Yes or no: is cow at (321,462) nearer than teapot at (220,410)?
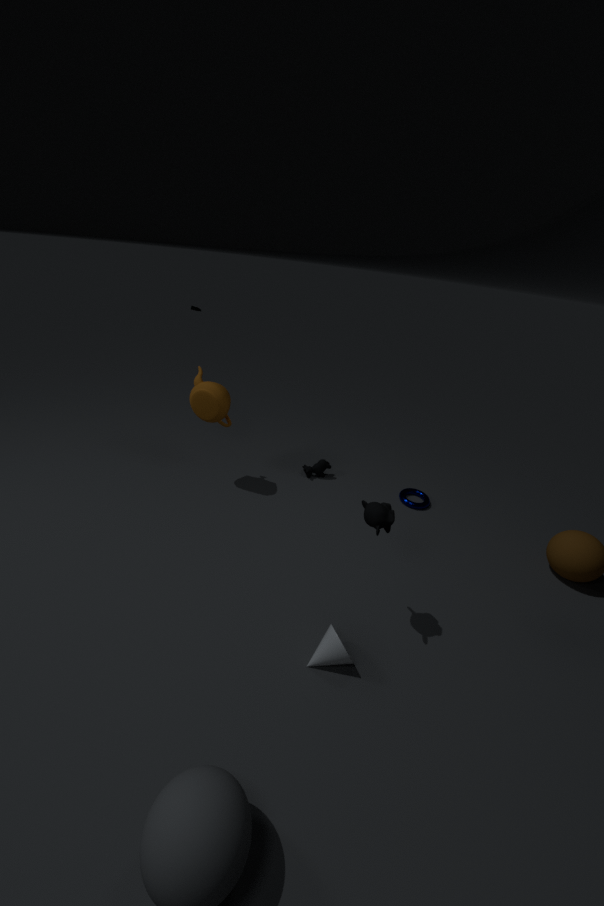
No
